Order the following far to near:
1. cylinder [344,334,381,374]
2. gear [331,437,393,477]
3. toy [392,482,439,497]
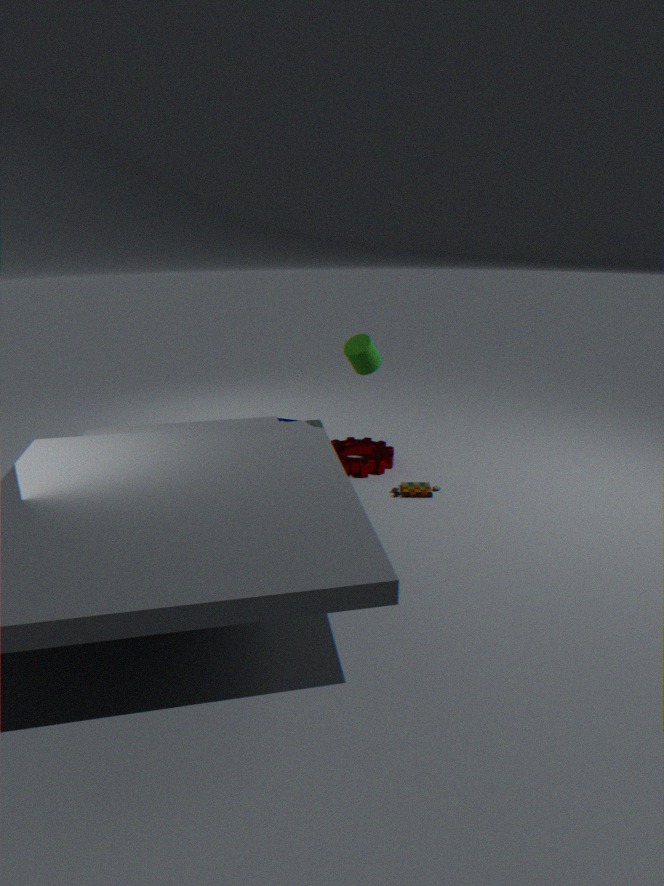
1. gear [331,437,393,477]
2. toy [392,482,439,497]
3. cylinder [344,334,381,374]
